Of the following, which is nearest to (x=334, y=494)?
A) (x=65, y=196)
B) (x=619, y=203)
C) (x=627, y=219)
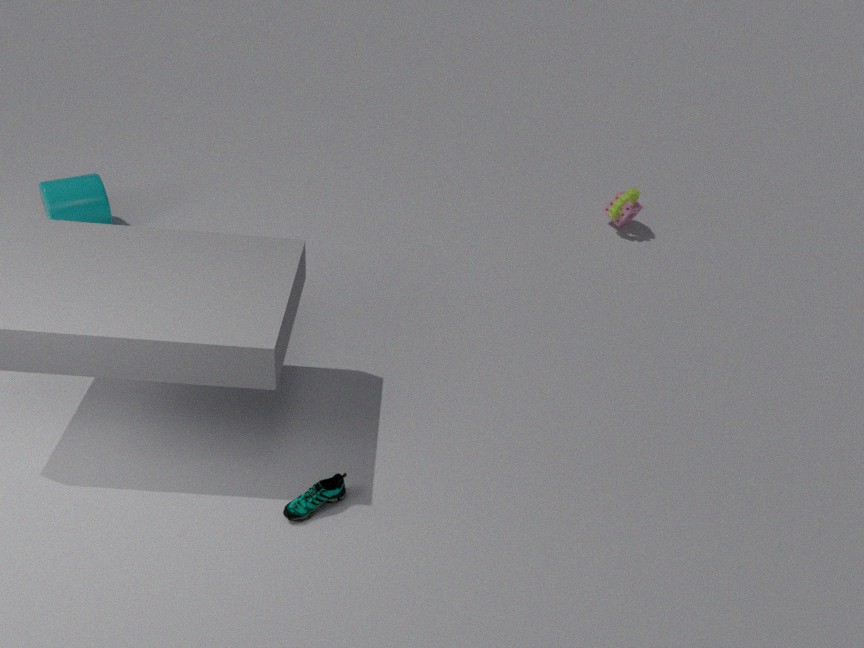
(x=65, y=196)
